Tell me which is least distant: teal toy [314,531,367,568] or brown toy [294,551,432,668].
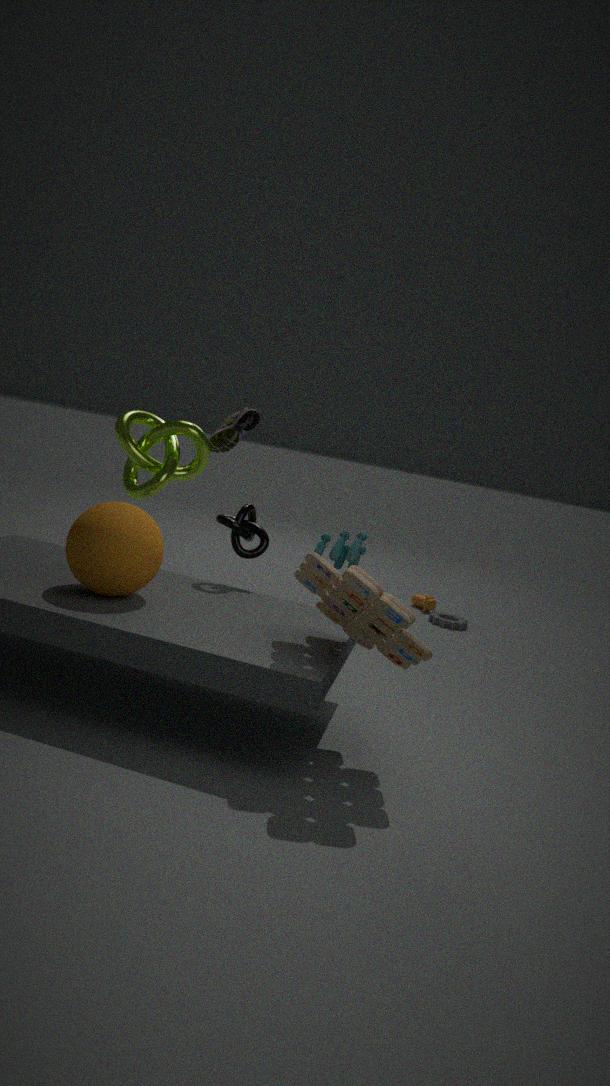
brown toy [294,551,432,668]
